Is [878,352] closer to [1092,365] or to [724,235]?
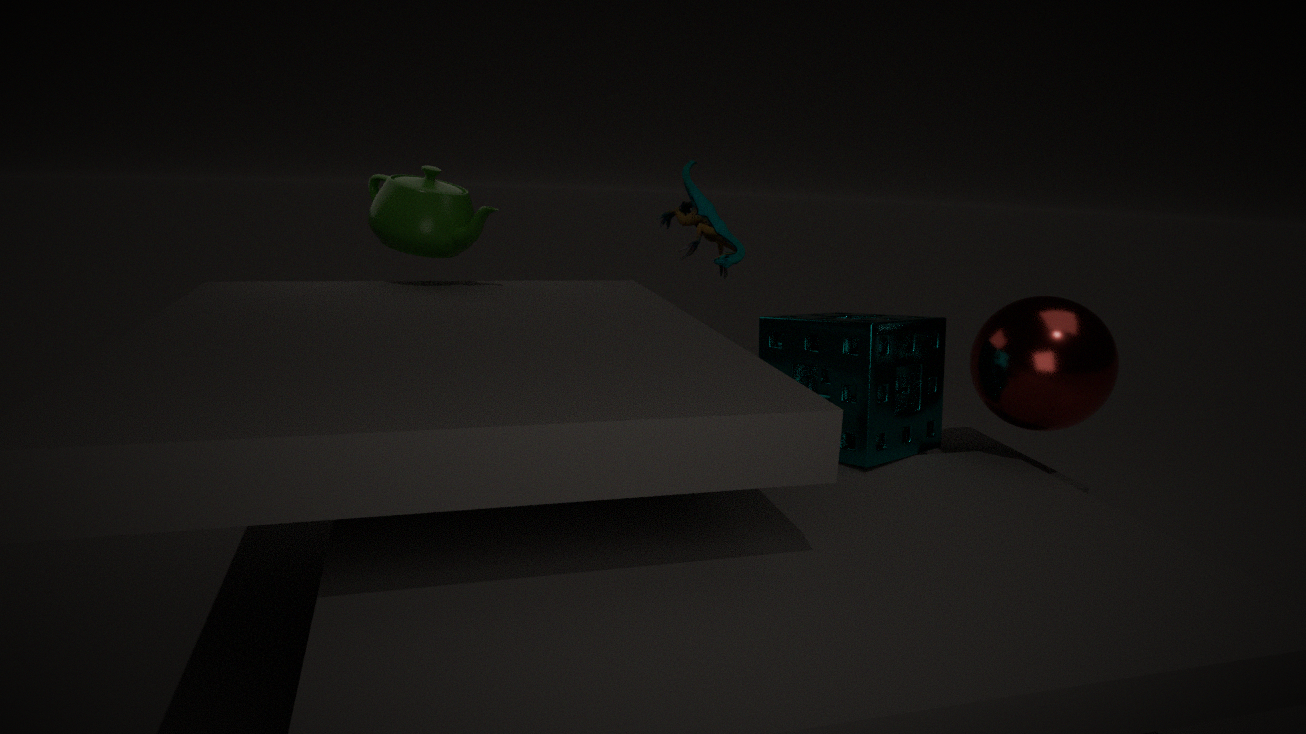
[1092,365]
